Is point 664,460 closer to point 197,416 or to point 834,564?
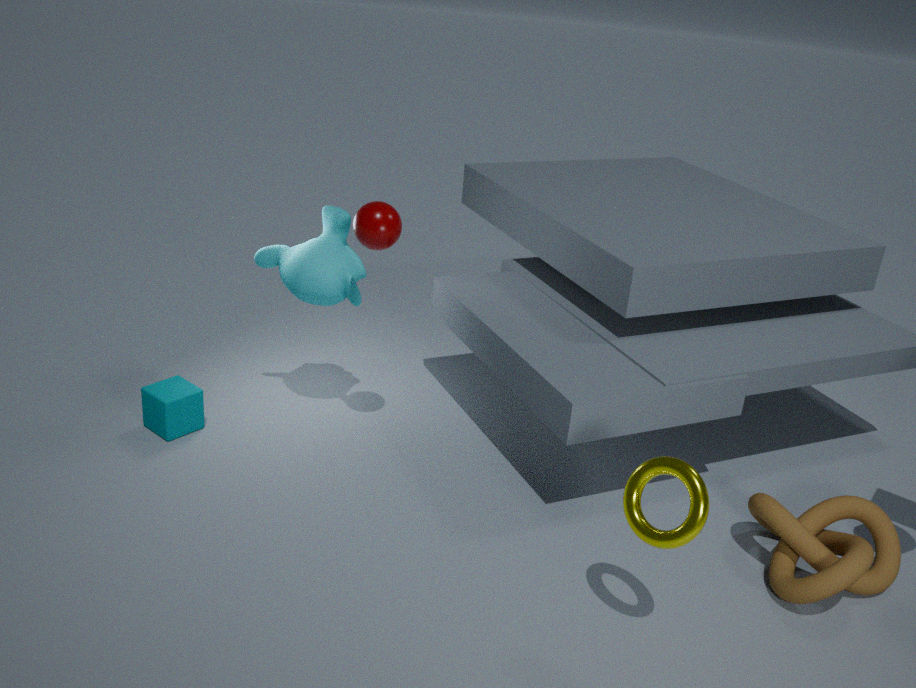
point 834,564
